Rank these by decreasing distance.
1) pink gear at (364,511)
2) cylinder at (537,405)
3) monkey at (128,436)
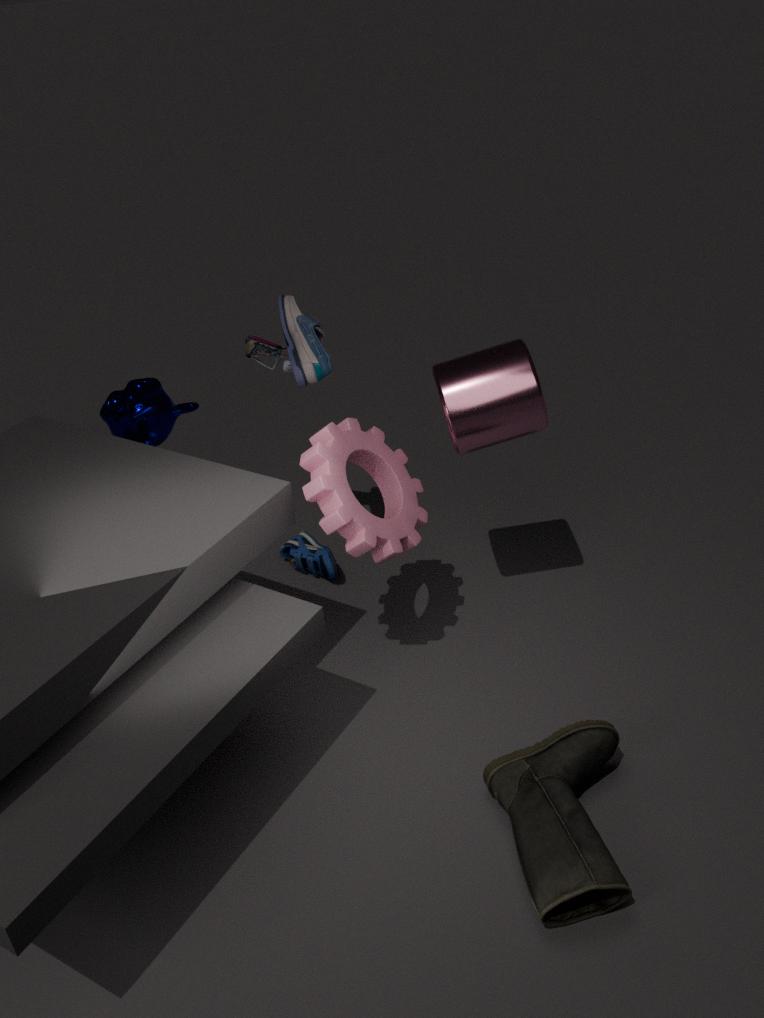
3. monkey at (128,436)
2. cylinder at (537,405)
1. pink gear at (364,511)
